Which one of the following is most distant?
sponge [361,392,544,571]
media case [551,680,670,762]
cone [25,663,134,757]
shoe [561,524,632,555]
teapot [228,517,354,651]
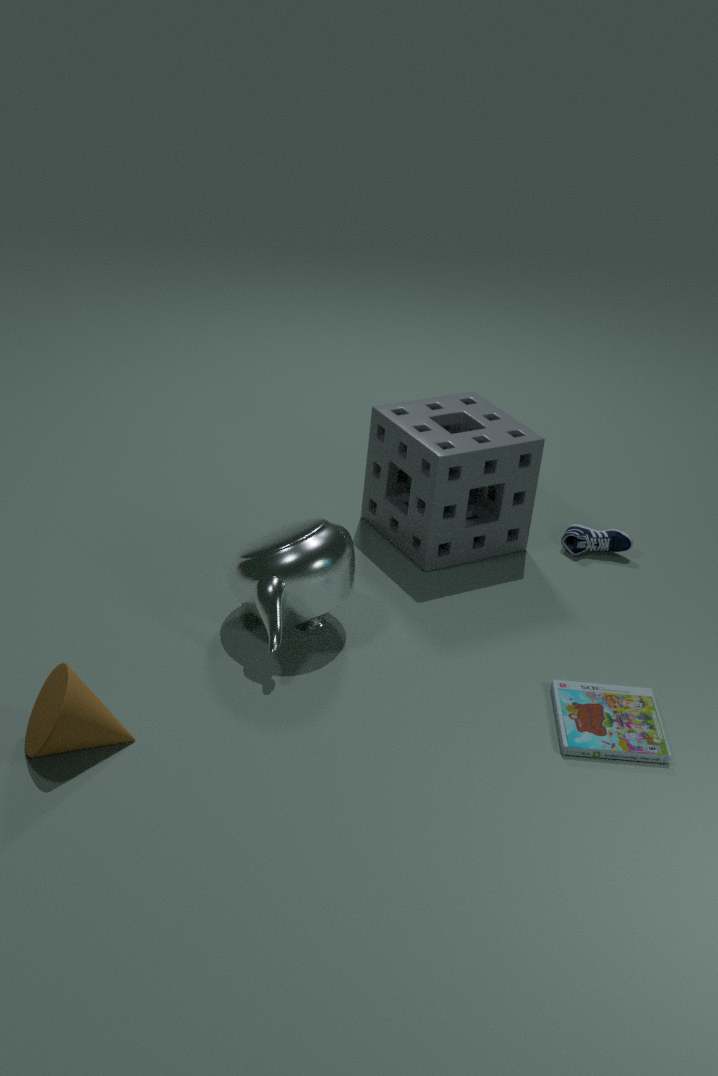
shoe [561,524,632,555]
